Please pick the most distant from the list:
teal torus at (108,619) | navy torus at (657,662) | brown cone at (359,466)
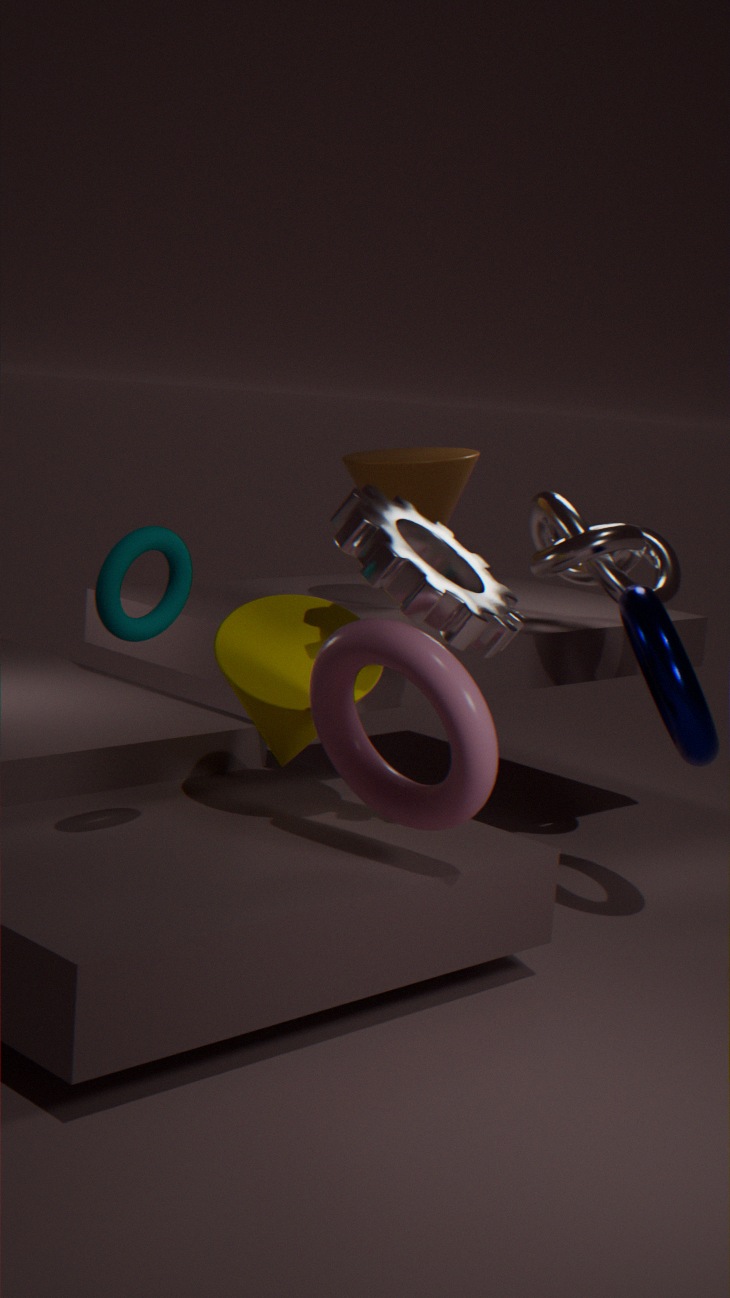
brown cone at (359,466)
